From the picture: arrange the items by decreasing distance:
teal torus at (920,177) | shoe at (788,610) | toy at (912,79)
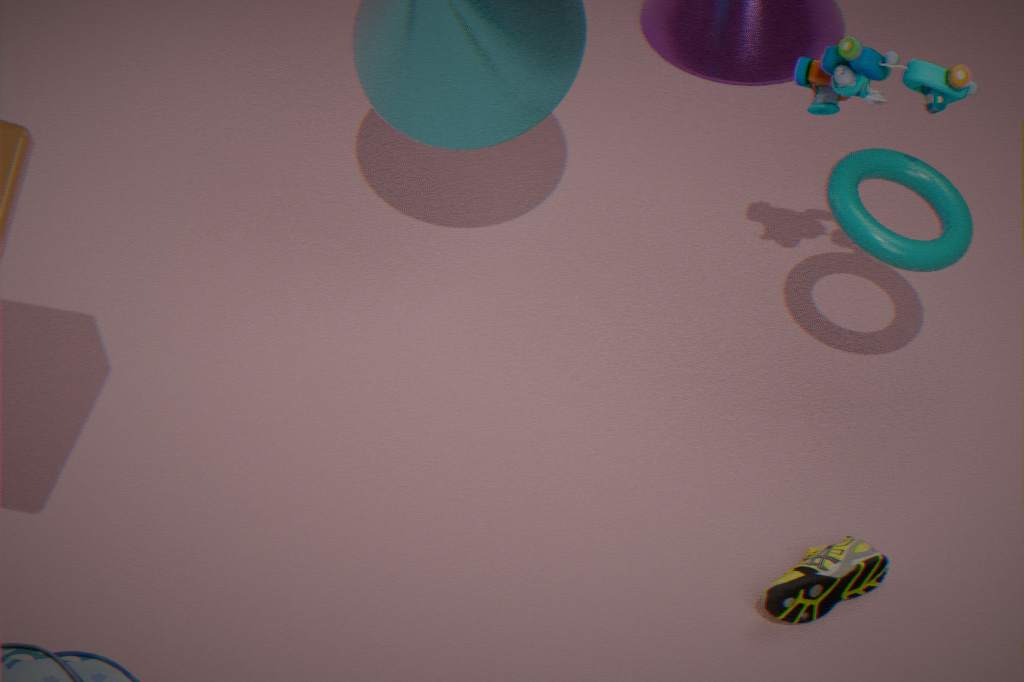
teal torus at (920,177) → shoe at (788,610) → toy at (912,79)
